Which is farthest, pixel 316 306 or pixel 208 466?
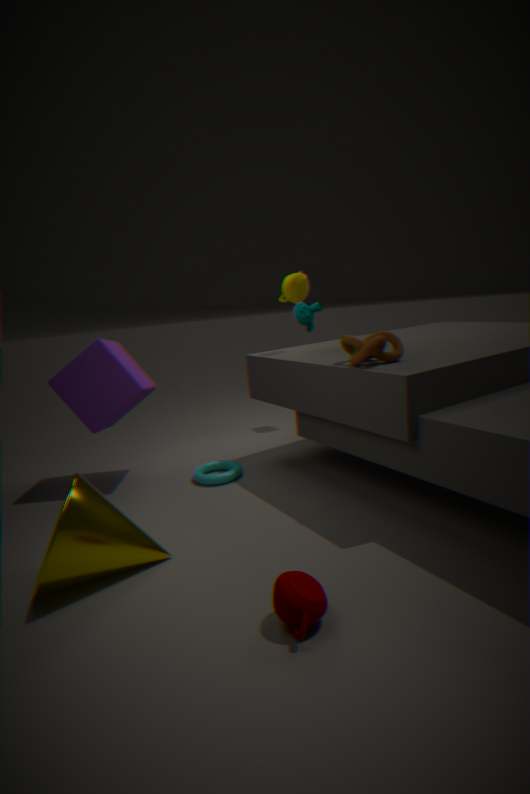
pixel 316 306
